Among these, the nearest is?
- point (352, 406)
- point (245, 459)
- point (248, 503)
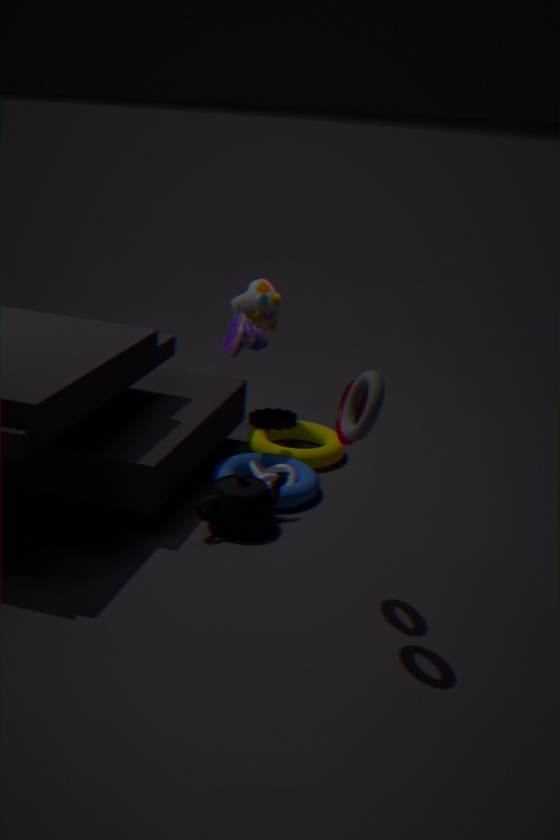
point (352, 406)
